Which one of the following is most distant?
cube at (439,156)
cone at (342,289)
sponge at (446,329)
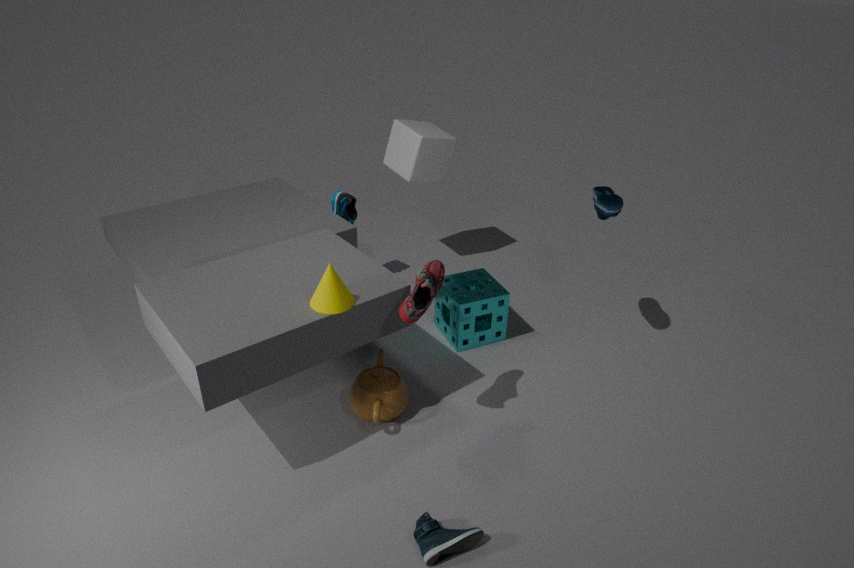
cube at (439,156)
